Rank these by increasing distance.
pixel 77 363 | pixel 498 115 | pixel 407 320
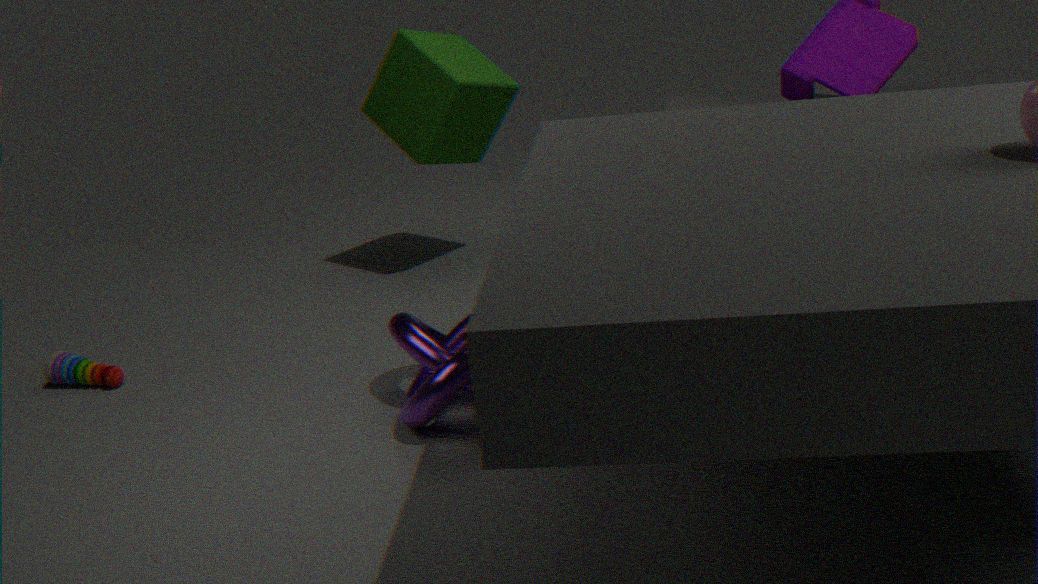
pixel 407 320 → pixel 77 363 → pixel 498 115
